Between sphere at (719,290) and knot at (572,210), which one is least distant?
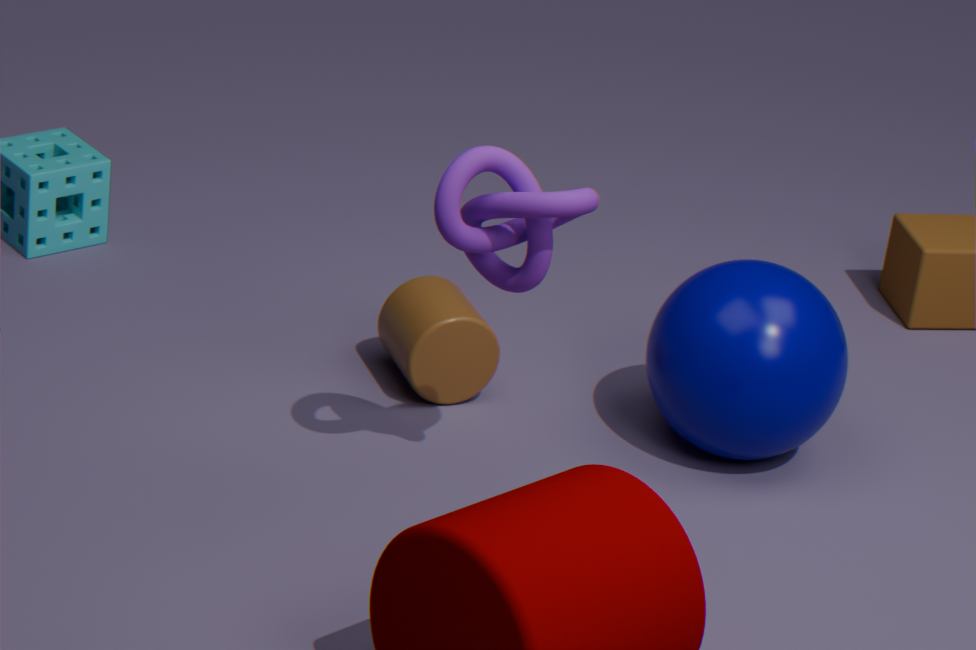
knot at (572,210)
